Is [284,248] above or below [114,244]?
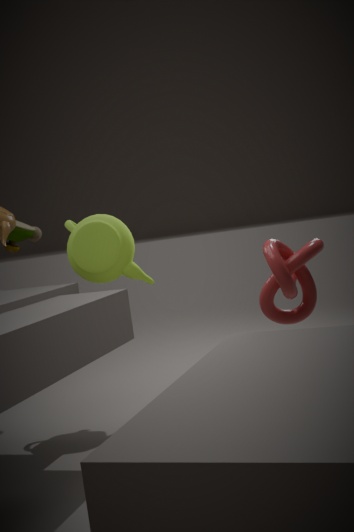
below
